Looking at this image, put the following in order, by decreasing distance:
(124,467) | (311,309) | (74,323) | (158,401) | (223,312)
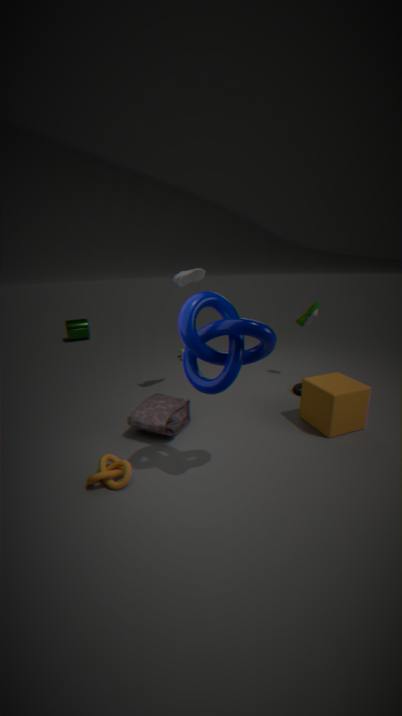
(74,323)
(311,309)
(158,401)
(124,467)
(223,312)
